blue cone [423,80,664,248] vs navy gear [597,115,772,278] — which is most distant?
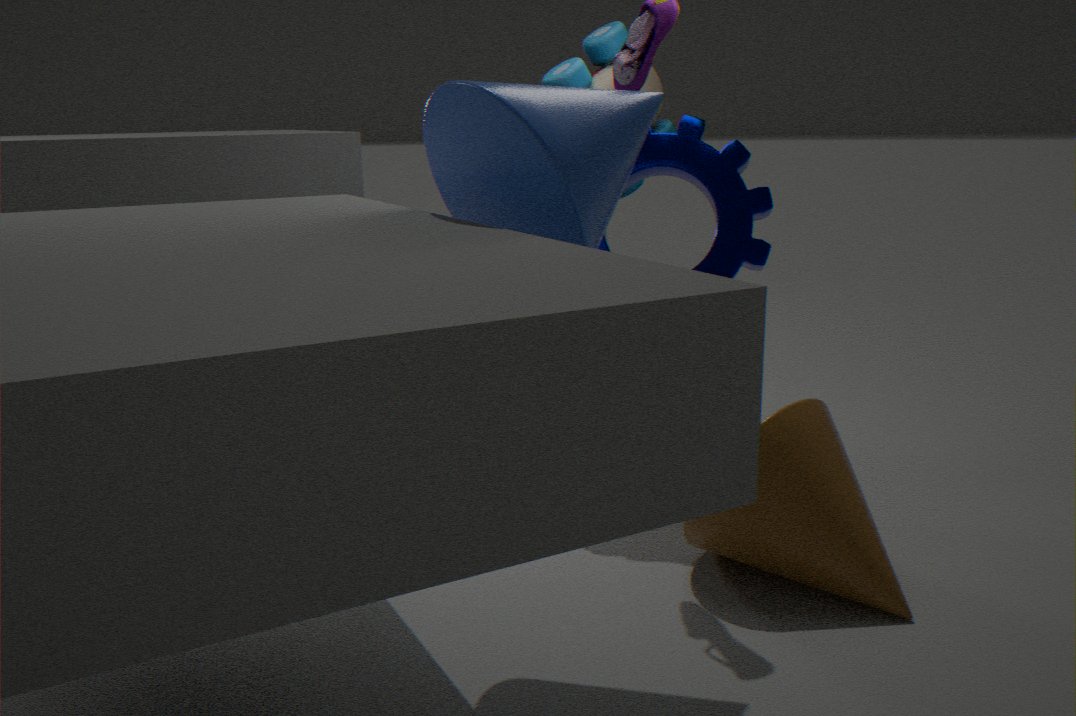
navy gear [597,115,772,278]
